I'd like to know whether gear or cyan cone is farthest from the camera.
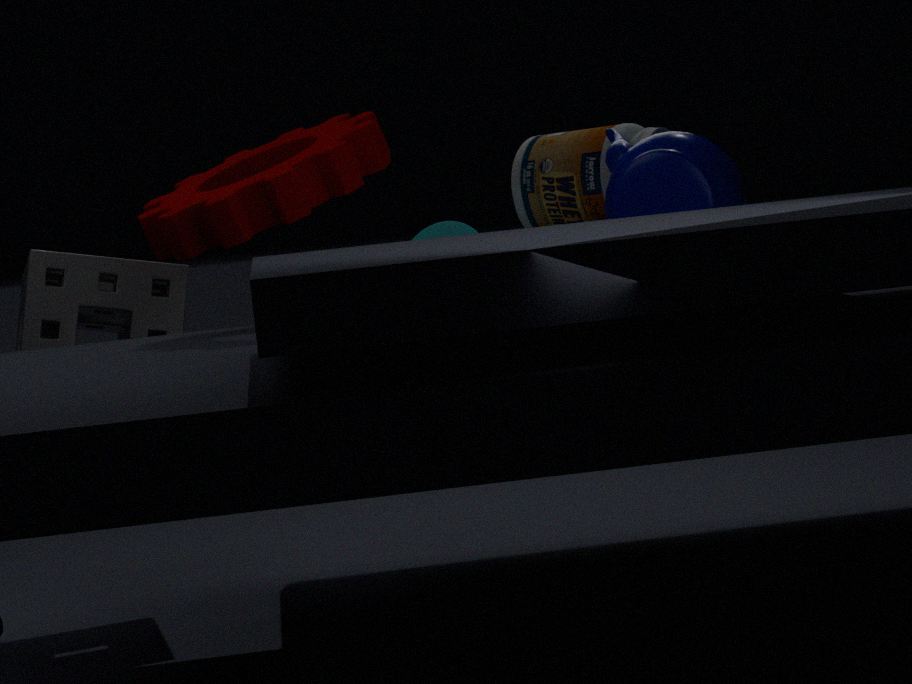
cyan cone
